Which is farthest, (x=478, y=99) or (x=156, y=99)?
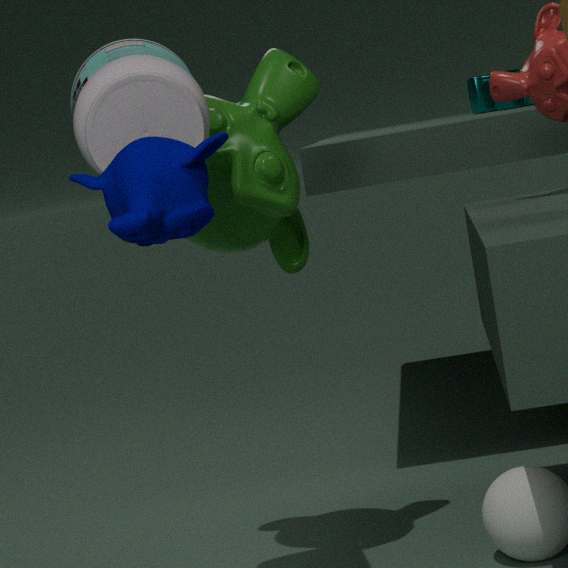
(x=478, y=99)
